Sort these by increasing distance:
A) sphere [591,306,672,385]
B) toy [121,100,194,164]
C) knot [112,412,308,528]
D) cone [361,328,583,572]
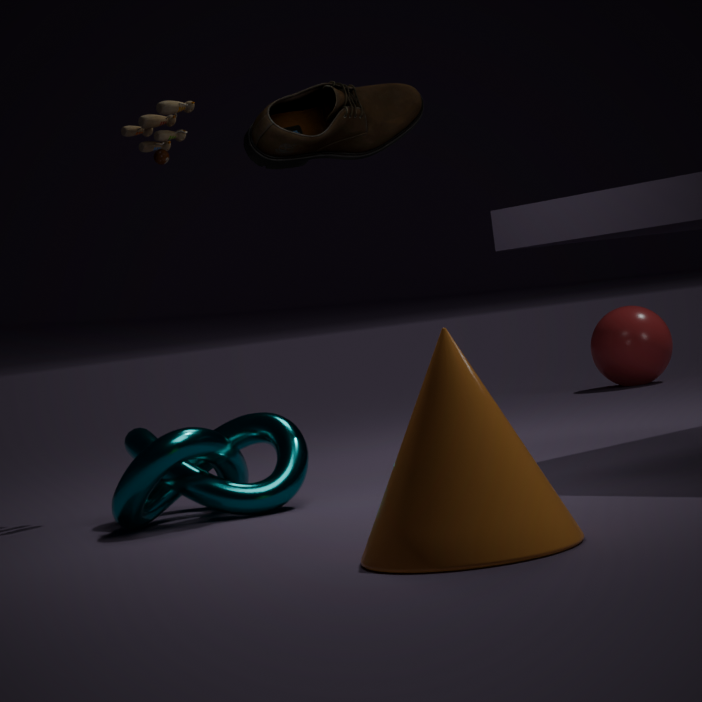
cone [361,328,583,572], knot [112,412,308,528], toy [121,100,194,164], sphere [591,306,672,385]
